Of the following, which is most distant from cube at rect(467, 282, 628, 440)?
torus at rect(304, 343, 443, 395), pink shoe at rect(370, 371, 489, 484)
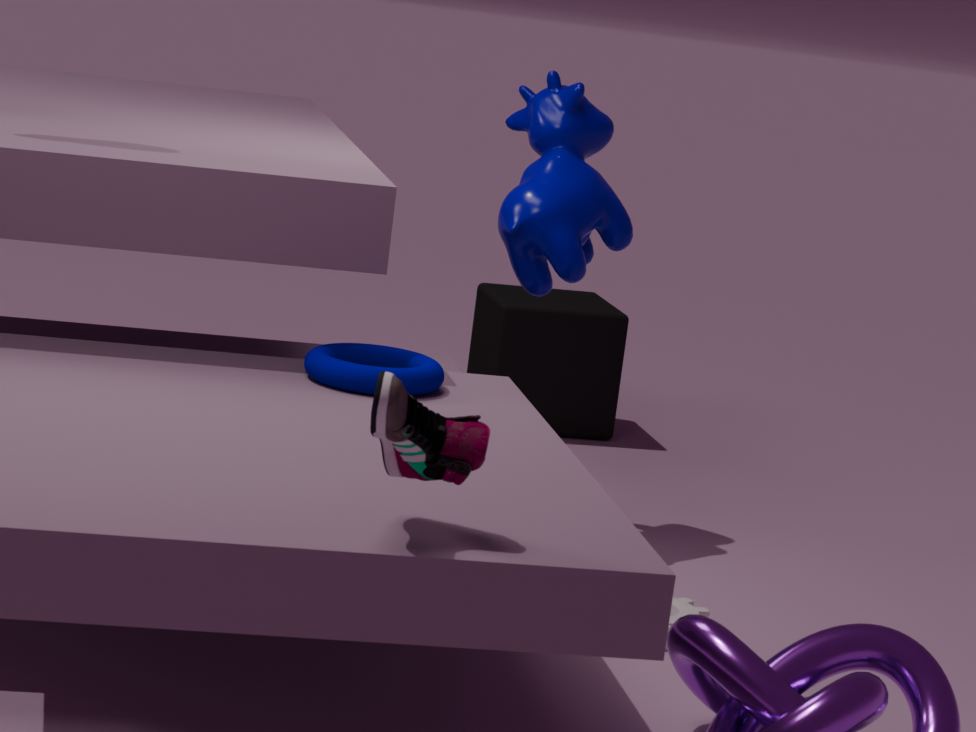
pink shoe at rect(370, 371, 489, 484)
